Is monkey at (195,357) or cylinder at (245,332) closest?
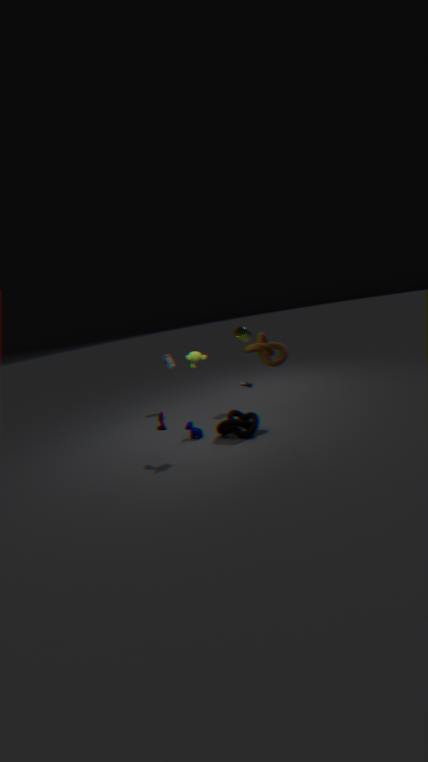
monkey at (195,357)
